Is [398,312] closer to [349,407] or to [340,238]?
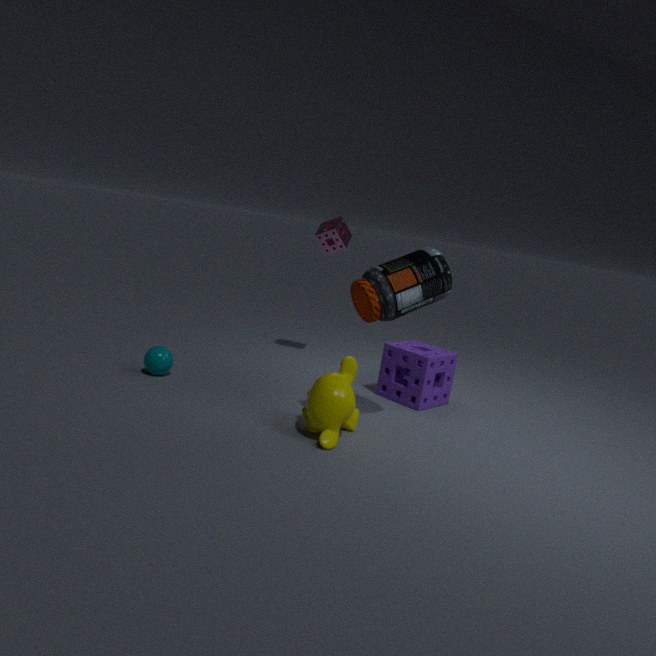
[349,407]
